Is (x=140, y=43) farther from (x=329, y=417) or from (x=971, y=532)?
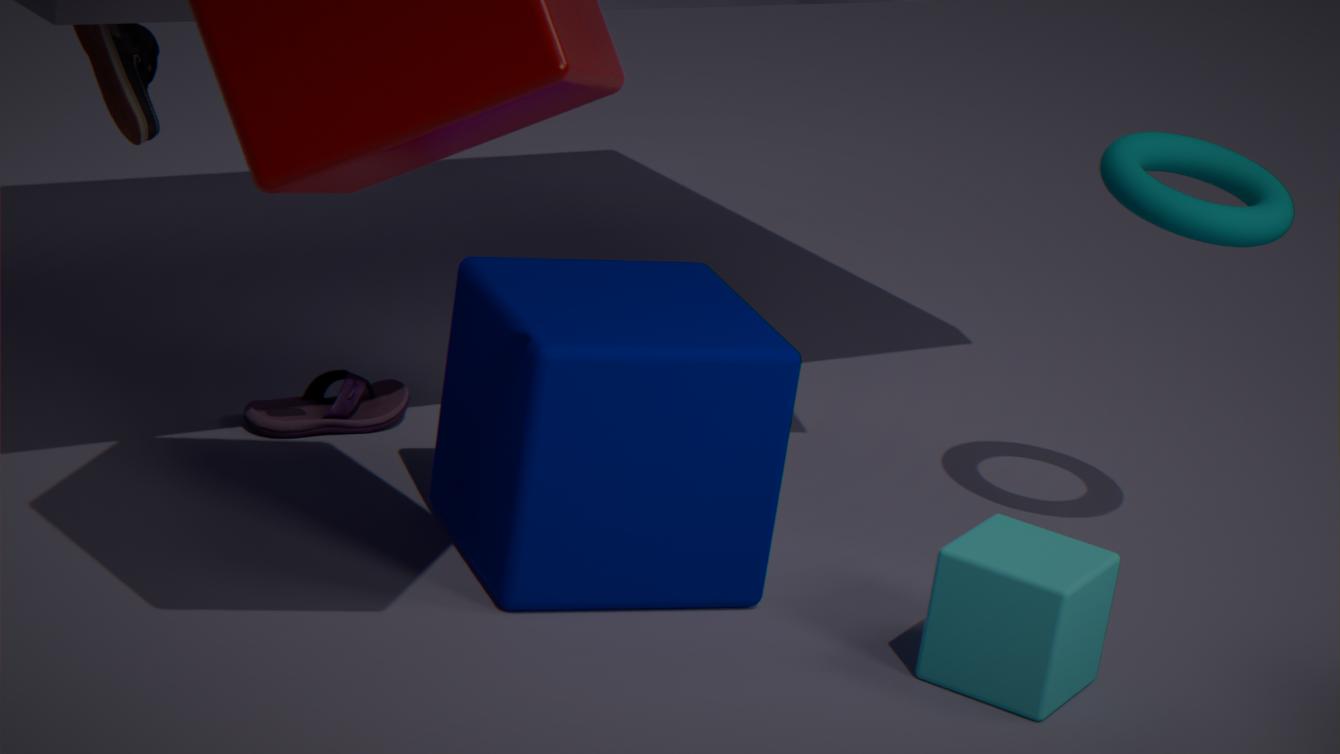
(x=971, y=532)
